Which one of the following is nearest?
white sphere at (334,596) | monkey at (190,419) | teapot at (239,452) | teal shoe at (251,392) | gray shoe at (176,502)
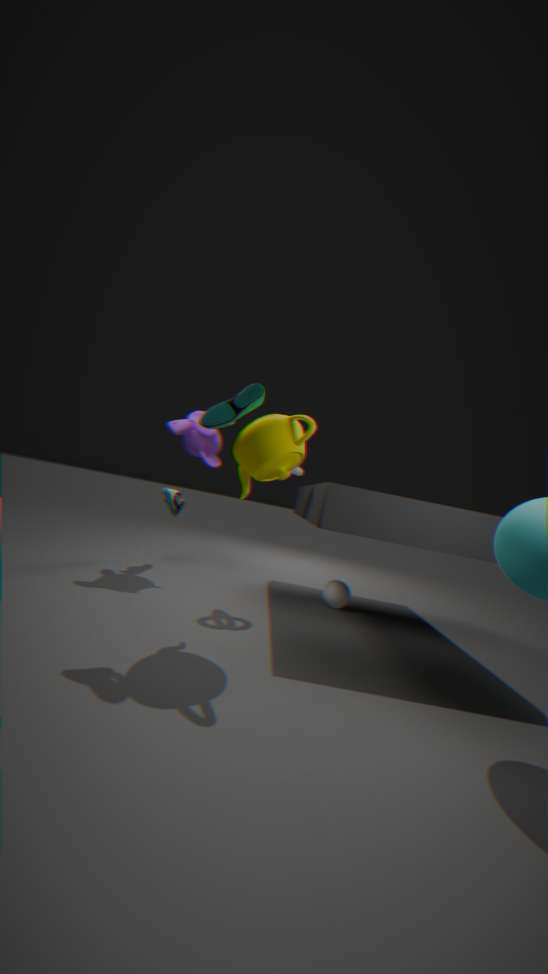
teapot at (239,452)
